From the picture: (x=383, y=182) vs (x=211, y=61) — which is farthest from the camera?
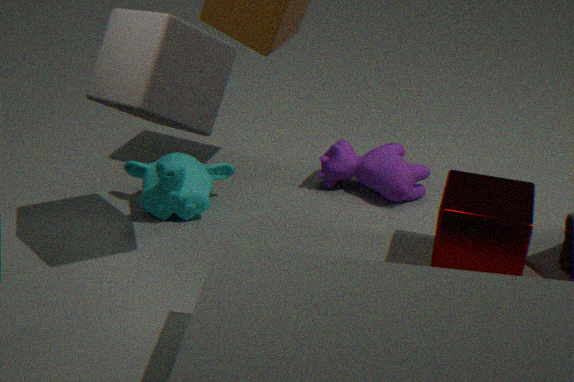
(x=383, y=182)
